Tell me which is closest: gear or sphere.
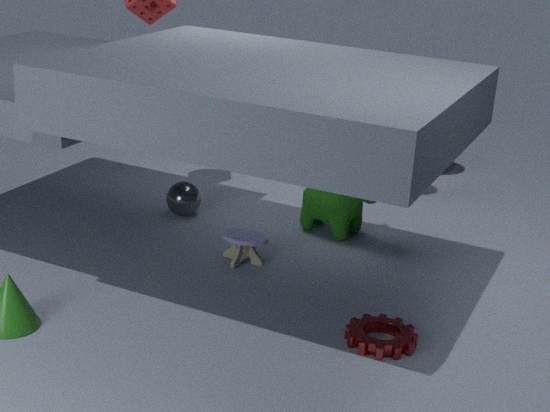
gear
